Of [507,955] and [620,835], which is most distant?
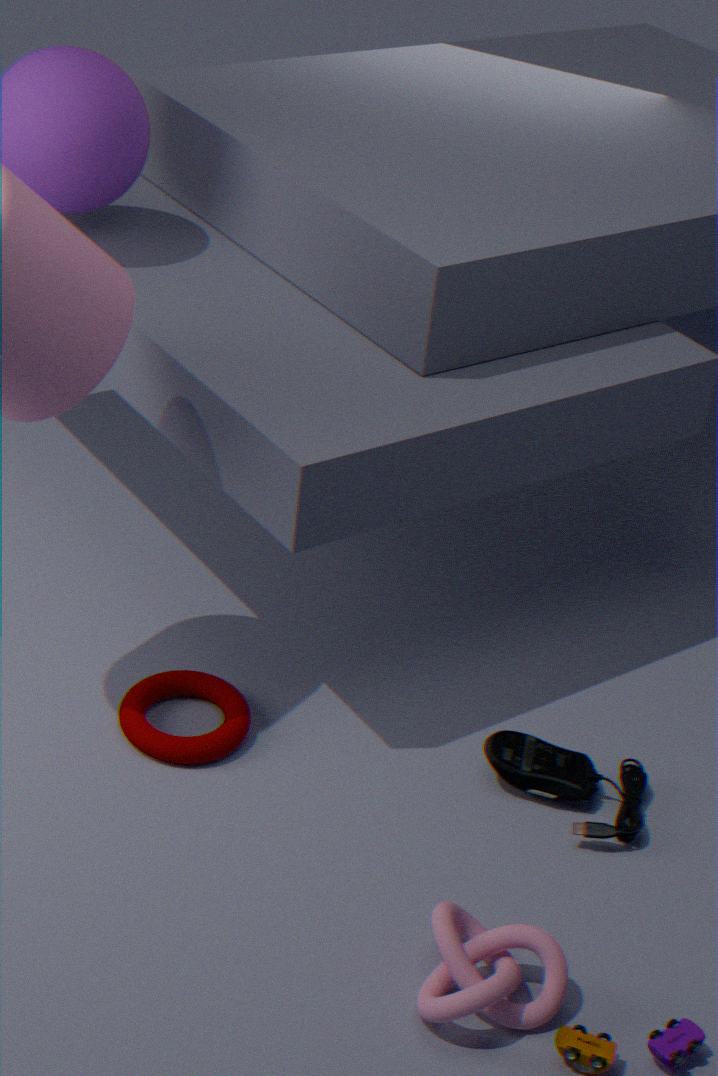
[620,835]
